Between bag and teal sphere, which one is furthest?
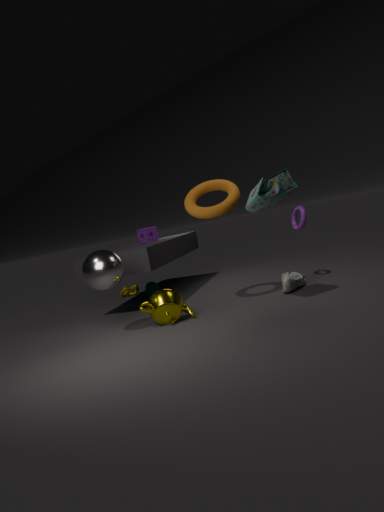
teal sphere
